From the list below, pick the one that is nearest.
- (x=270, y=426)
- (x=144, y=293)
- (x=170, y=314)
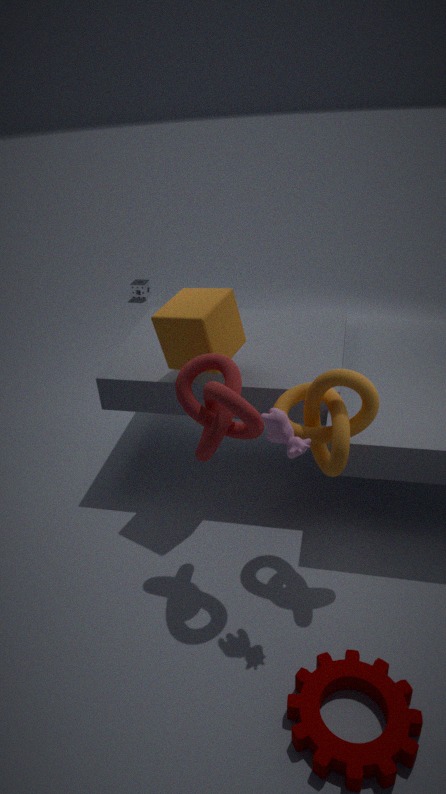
(x=270, y=426)
